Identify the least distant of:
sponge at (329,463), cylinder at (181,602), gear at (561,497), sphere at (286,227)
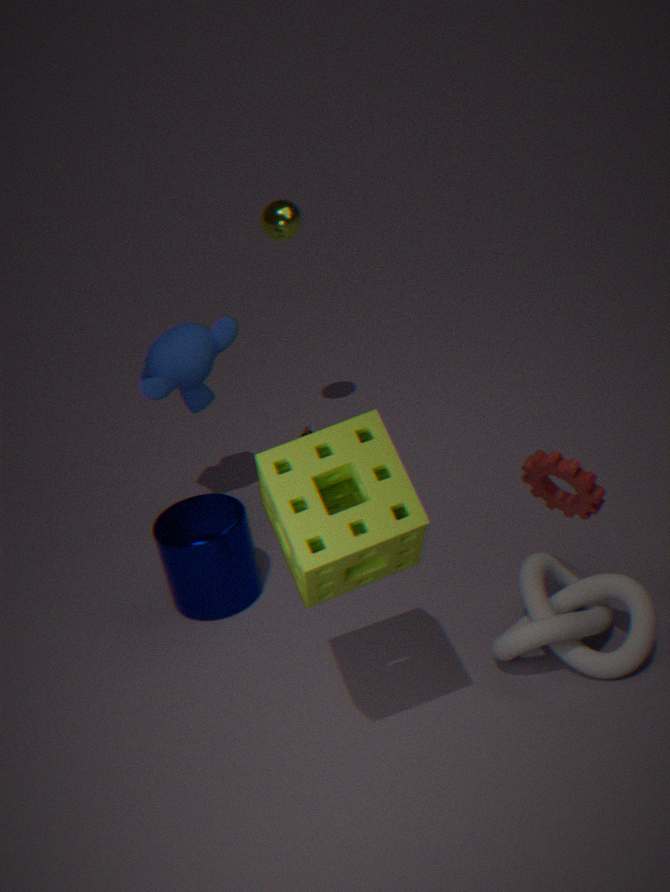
sponge at (329,463)
